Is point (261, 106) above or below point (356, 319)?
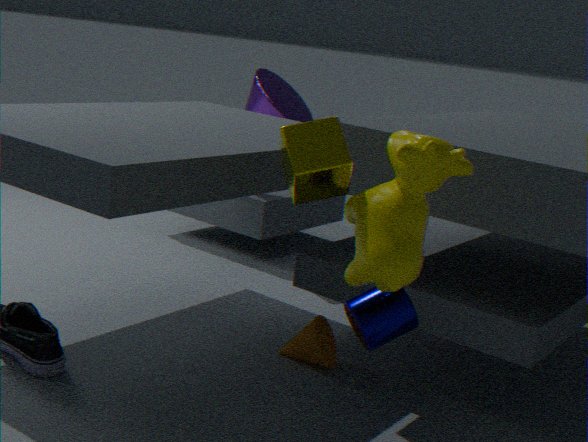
above
